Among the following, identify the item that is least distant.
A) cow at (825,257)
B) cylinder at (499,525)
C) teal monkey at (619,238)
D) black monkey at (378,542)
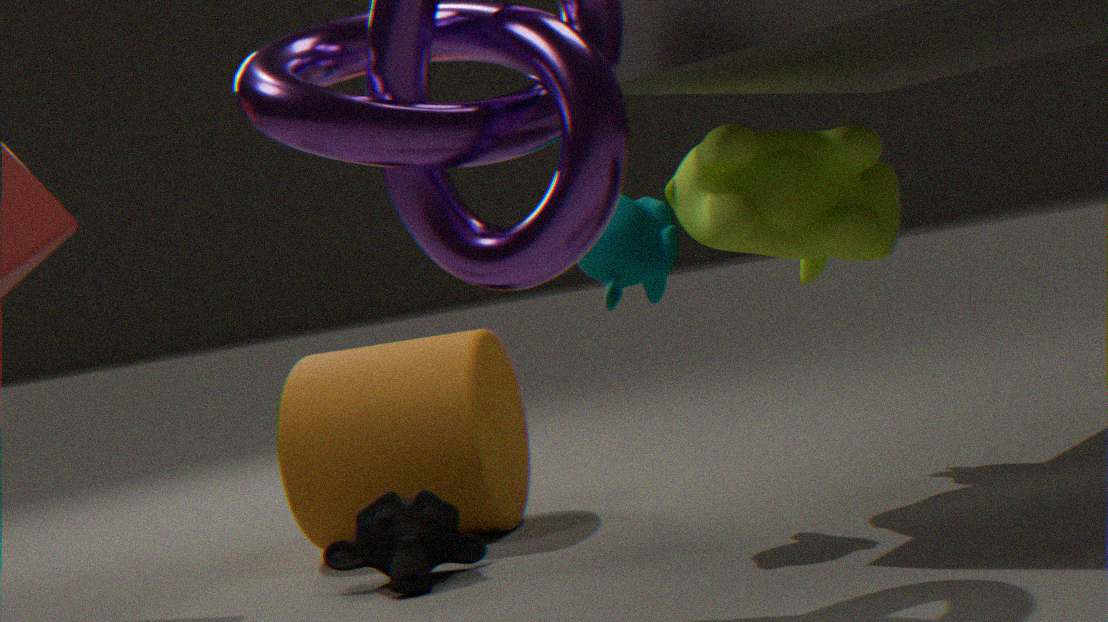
C. teal monkey at (619,238)
